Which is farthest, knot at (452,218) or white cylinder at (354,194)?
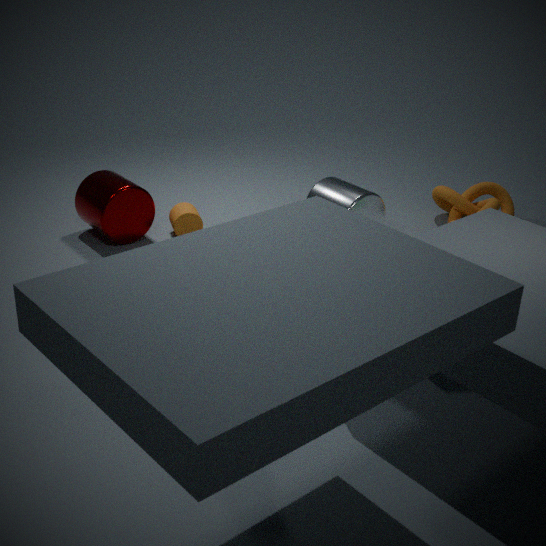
knot at (452,218)
